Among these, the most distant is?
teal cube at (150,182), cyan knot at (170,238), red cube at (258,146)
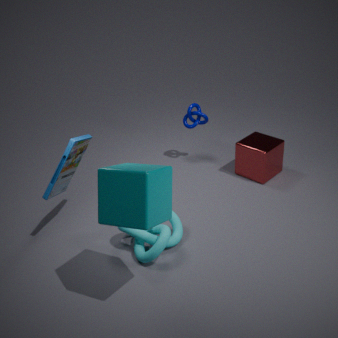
red cube at (258,146)
